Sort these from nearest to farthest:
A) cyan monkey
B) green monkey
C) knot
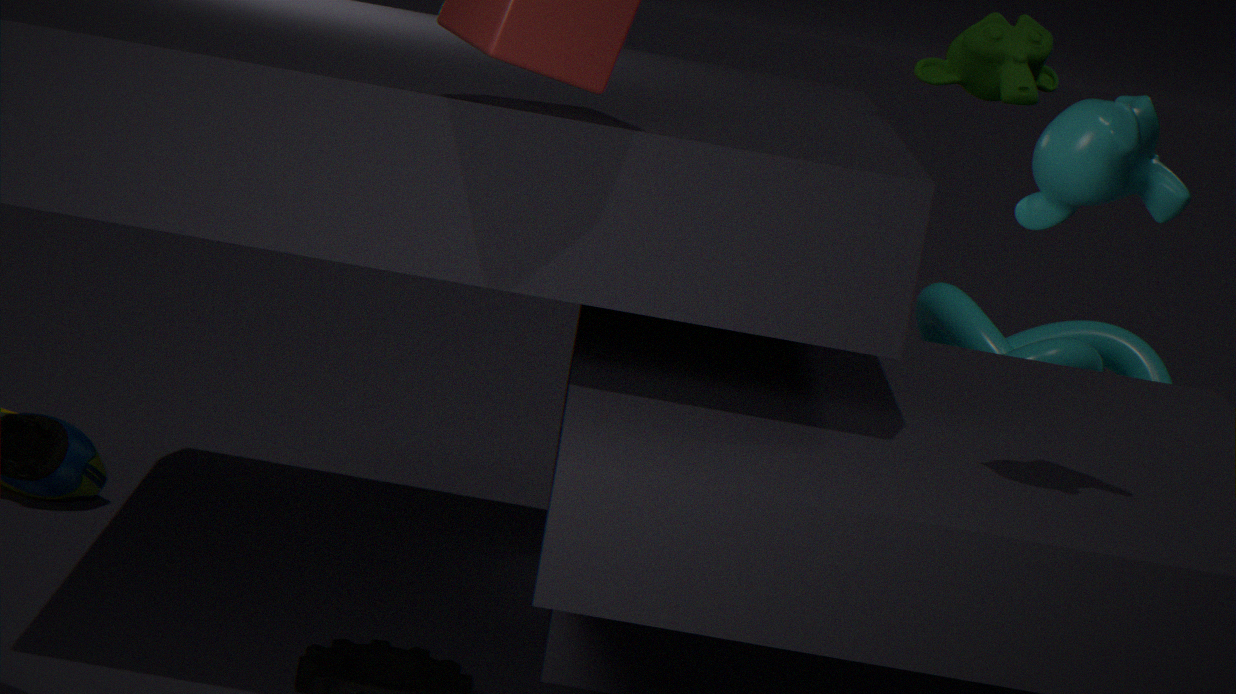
cyan monkey → green monkey → knot
